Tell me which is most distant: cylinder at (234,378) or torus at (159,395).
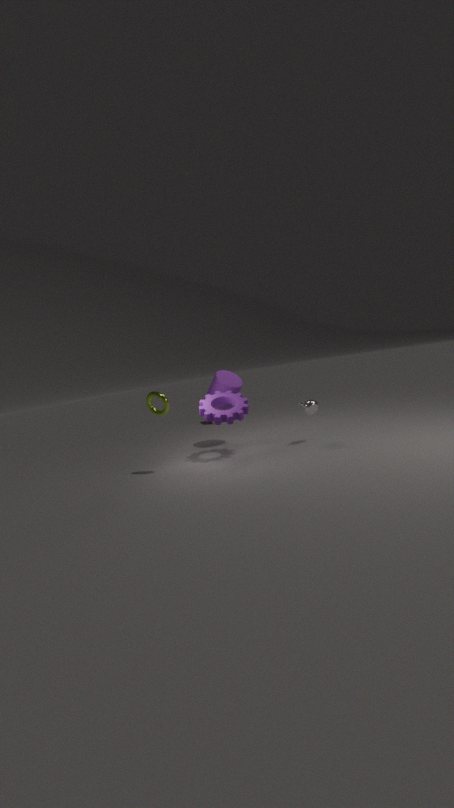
cylinder at (234,378)
